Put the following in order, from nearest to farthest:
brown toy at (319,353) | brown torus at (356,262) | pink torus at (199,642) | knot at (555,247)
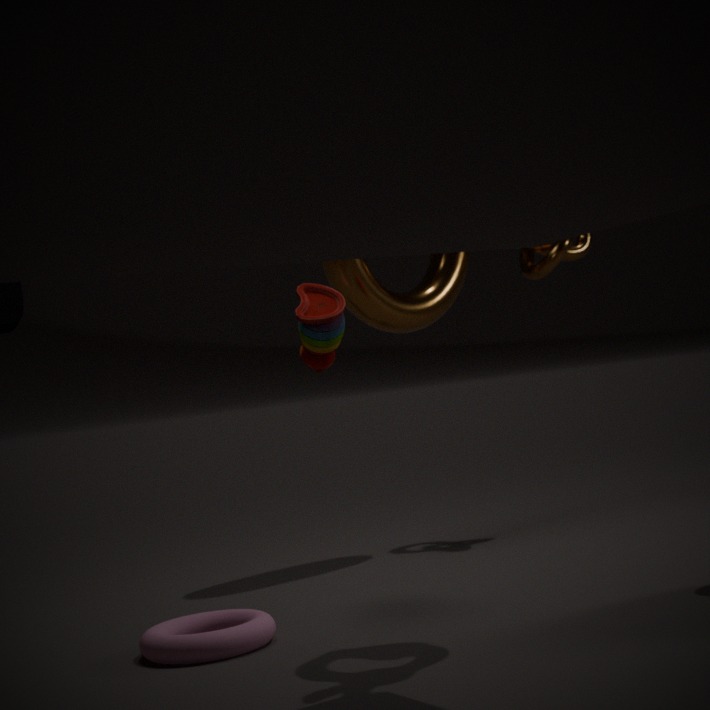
1. pink torus at (199,642)
2. brown toy at (319,353)
3. brown torus at (356,262)
4. knot at (555,247)
